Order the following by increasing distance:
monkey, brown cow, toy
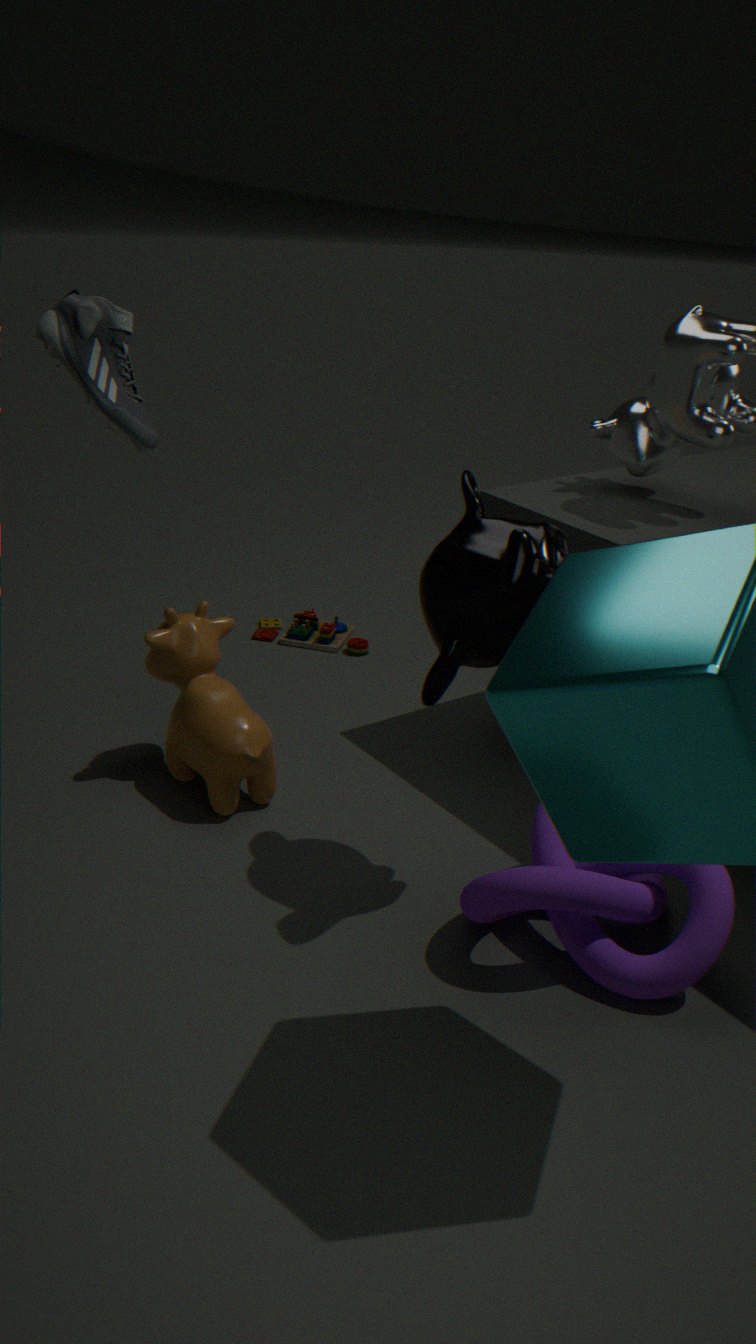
monkey < brown cow < toy
